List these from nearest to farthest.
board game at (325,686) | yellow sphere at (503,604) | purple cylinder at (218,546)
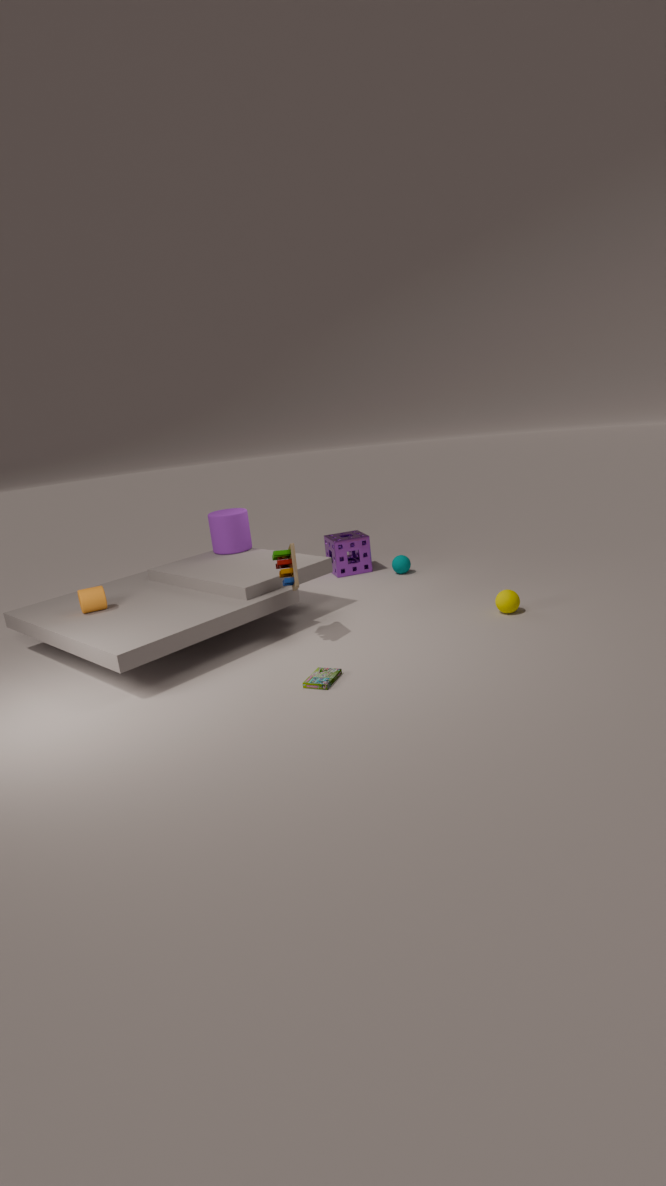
board game at (325,686) → yellow sphere at (503,604) → purple cylinder at (218,546)
